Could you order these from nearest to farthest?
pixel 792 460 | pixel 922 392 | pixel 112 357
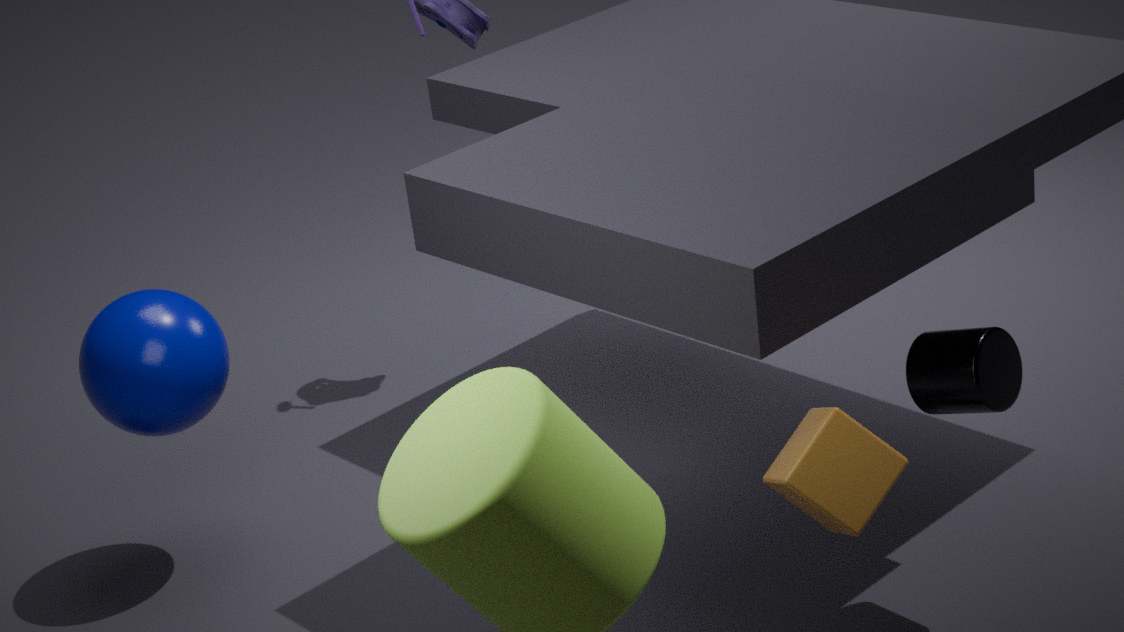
pixel 792 460
pixel 922 392
pixel 112 357
